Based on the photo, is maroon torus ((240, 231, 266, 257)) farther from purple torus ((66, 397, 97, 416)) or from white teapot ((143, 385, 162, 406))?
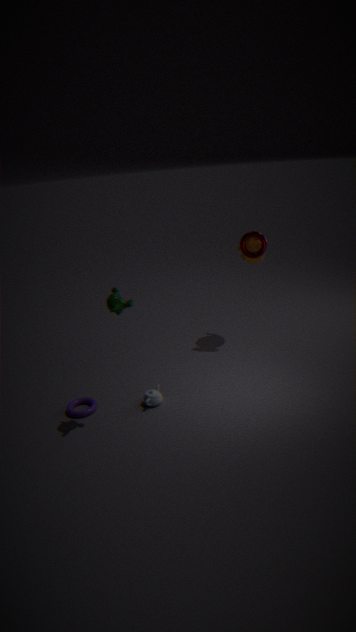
purple torus ((66, 397, 97, 416))
